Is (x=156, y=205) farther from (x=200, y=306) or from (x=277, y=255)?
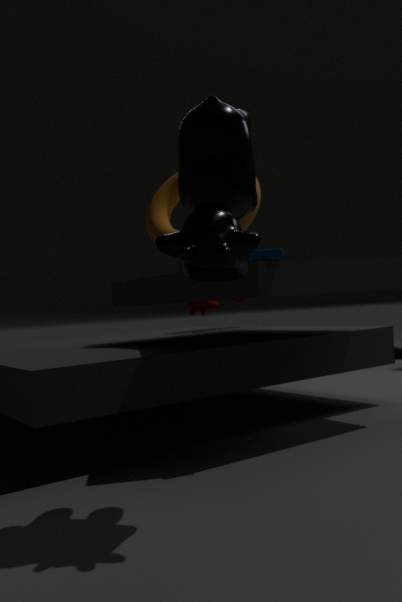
(x=200, y=306)
